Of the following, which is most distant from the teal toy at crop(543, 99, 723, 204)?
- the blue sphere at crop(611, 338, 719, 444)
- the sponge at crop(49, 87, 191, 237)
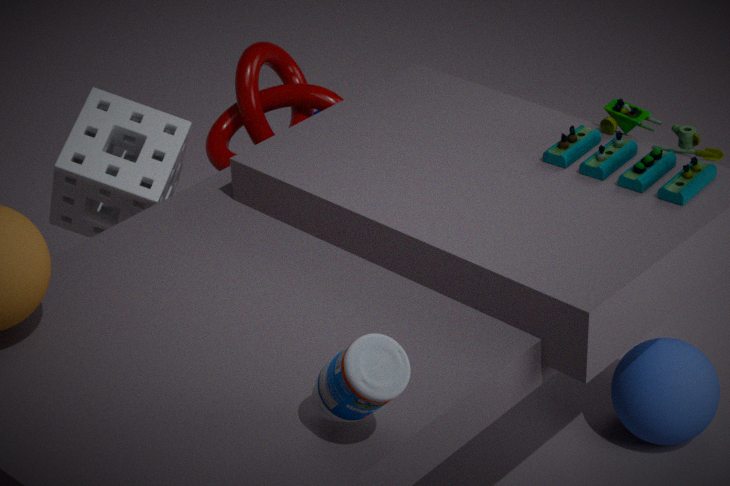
the sponge at crop(49, 87, 191, 237)
